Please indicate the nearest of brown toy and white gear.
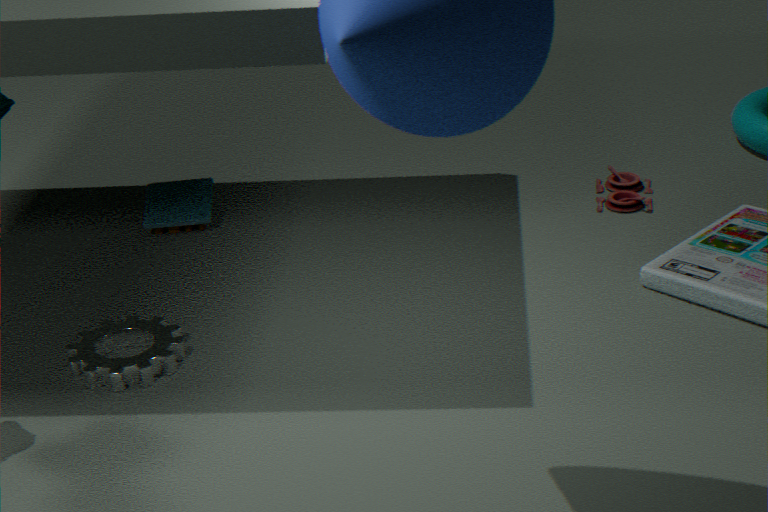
white gear
